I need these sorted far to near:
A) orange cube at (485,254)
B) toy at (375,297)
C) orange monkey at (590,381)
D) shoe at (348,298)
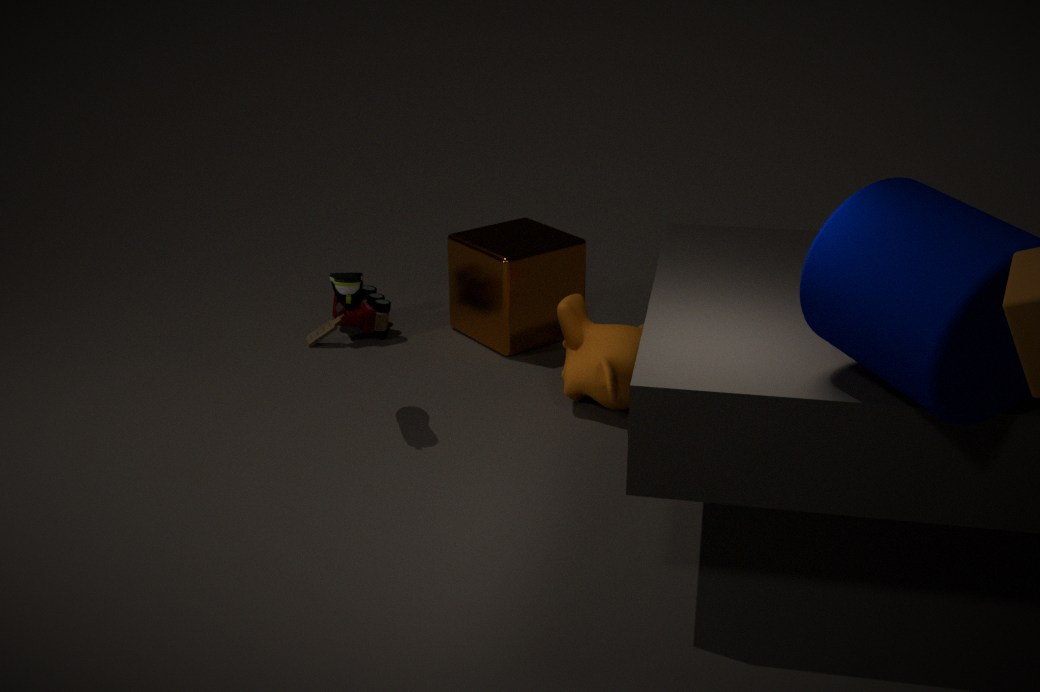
B. toy at (375,297), A. orange cube at (485,254), C. orange monkey at (590,381), D. shoe at (348,298)
